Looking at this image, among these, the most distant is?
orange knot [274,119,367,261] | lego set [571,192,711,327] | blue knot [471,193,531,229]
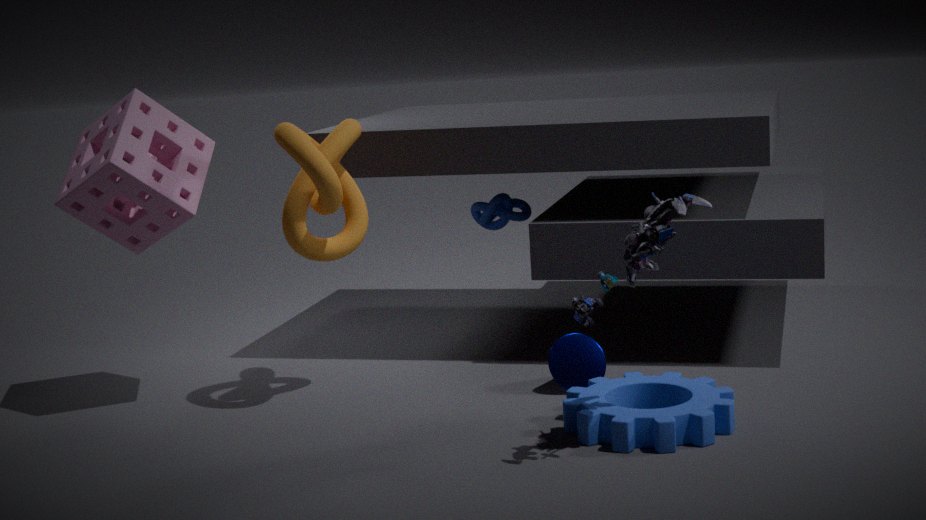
blue knot [471,193,531,229]
